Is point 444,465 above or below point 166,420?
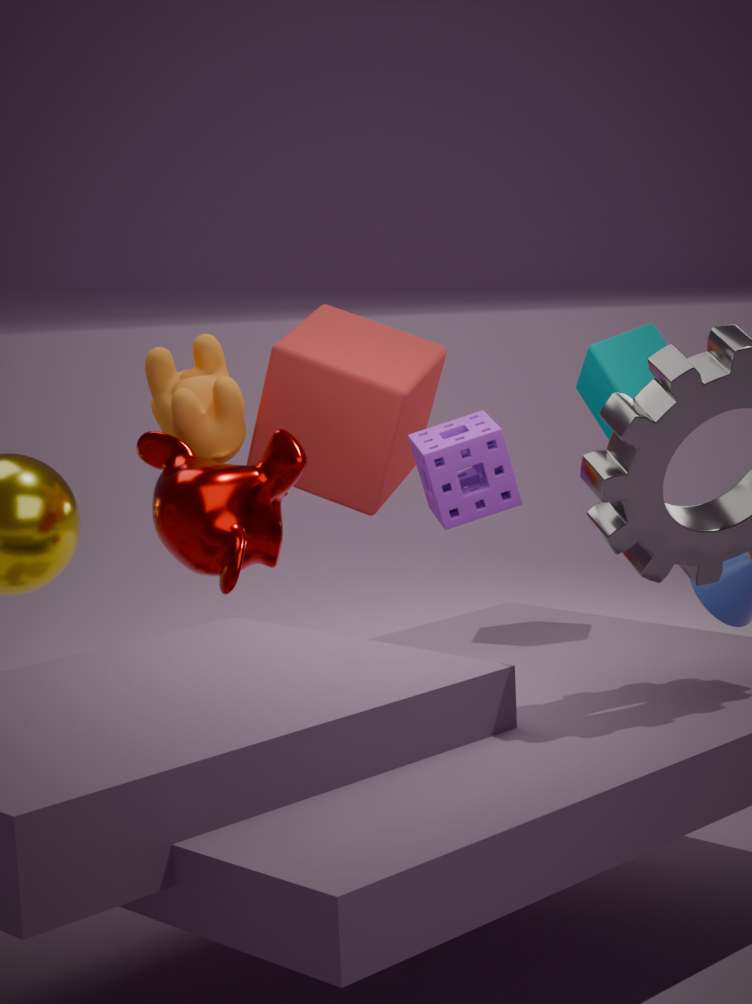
below
